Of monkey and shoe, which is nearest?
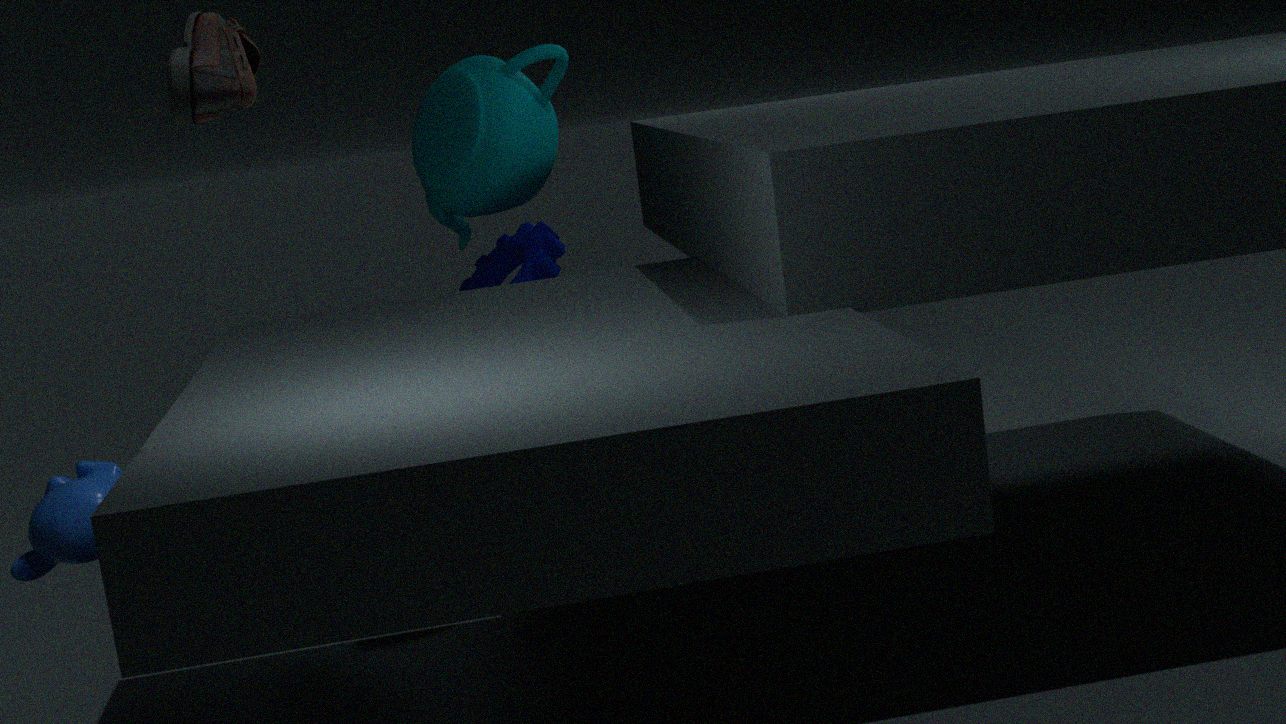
shoe
